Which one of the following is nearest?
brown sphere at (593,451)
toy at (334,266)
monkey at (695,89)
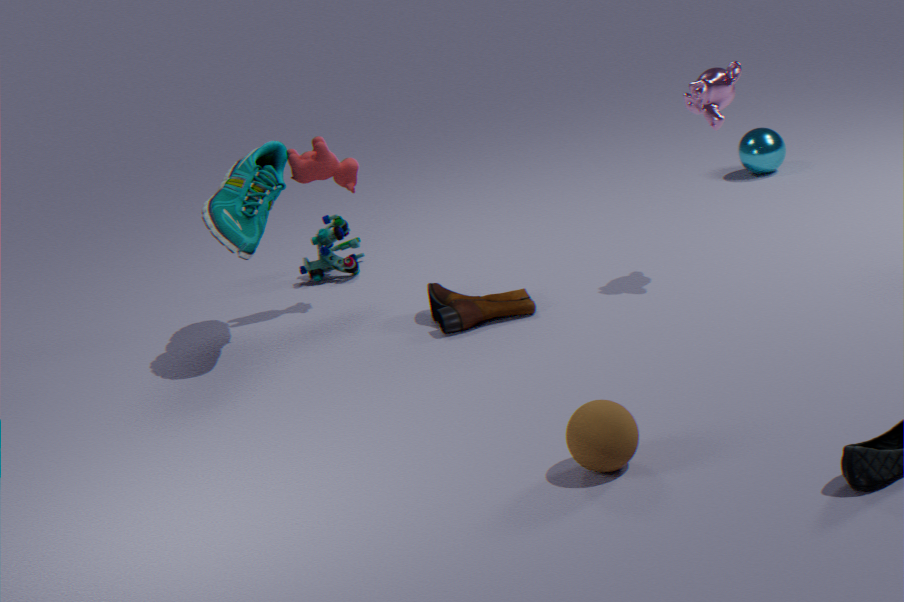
brown sphere at (593,451)
